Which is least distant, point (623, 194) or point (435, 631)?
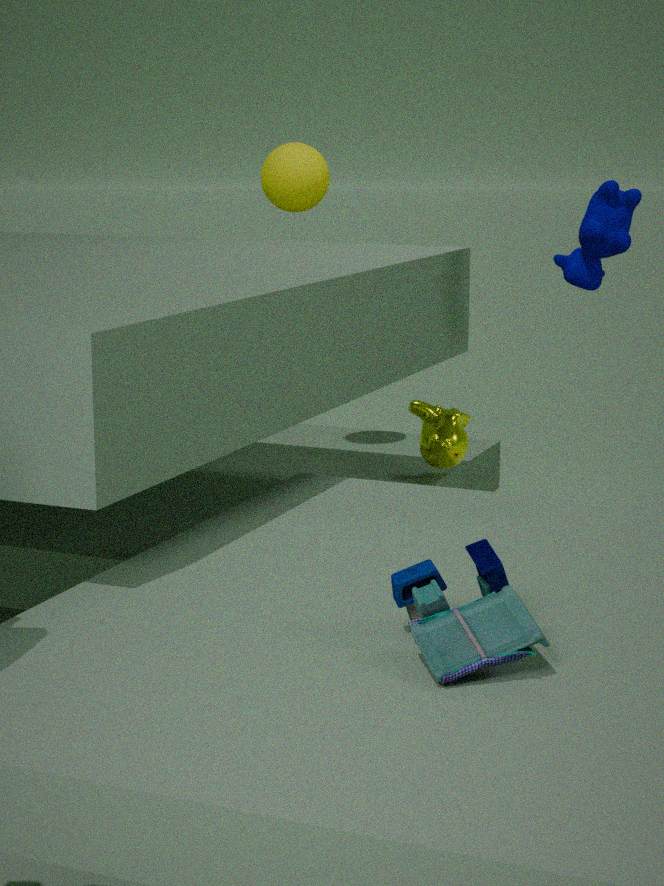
point (435, 631)
